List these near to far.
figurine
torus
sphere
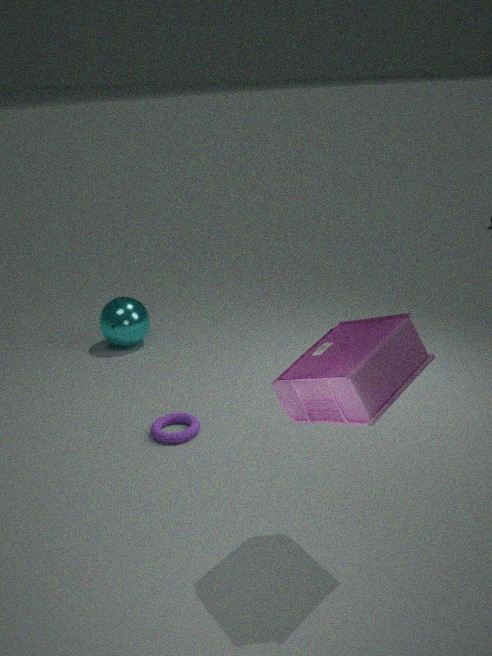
figurine < torus < sphere
